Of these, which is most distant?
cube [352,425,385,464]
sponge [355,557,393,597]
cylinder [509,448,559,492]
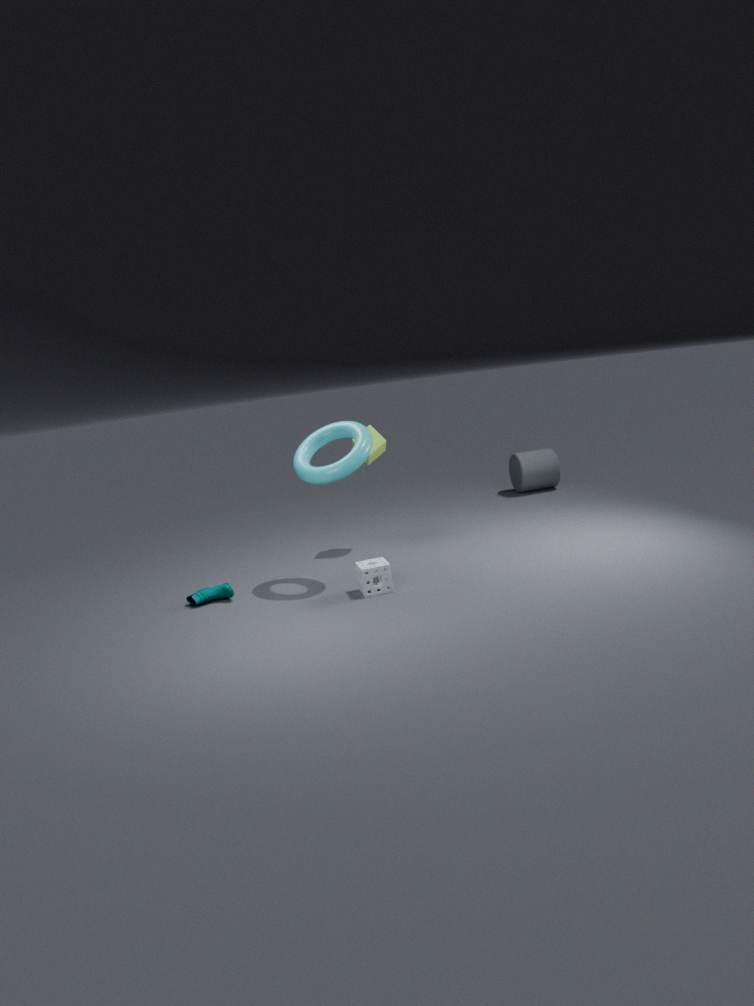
cylinder [509,448,559,492]
